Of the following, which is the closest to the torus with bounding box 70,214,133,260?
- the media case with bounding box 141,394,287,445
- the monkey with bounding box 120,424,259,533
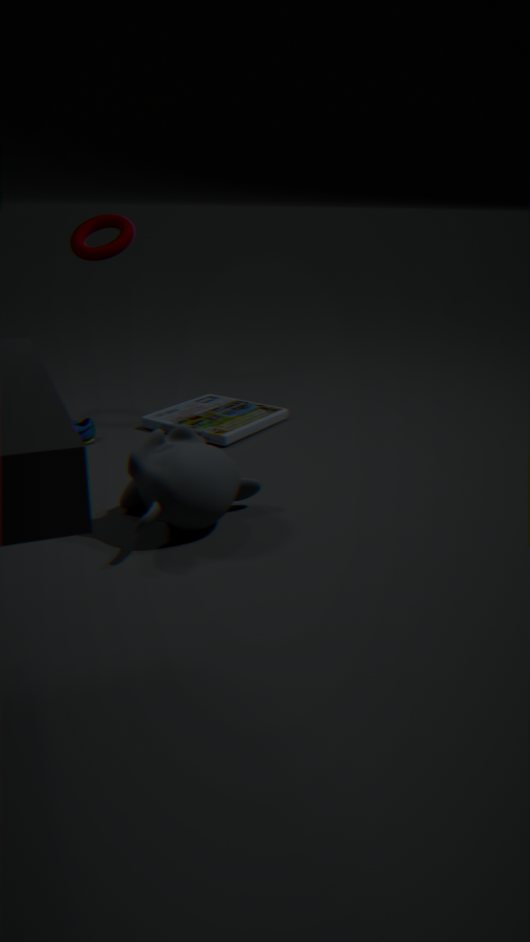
the media case with bounding box 141,394,287,445
